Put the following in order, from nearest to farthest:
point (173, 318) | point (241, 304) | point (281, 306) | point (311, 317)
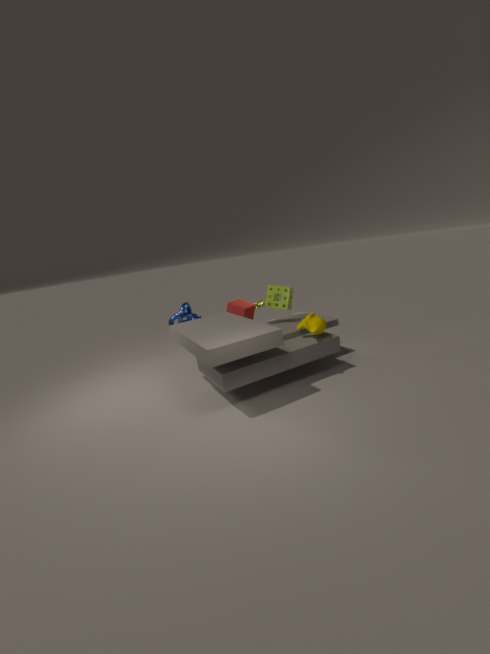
point (311, 317) → point (281, 306) → point (173, 318) → point (241, 304)
